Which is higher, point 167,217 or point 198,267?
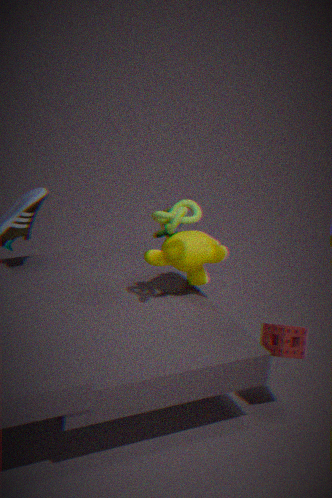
point 167,217
